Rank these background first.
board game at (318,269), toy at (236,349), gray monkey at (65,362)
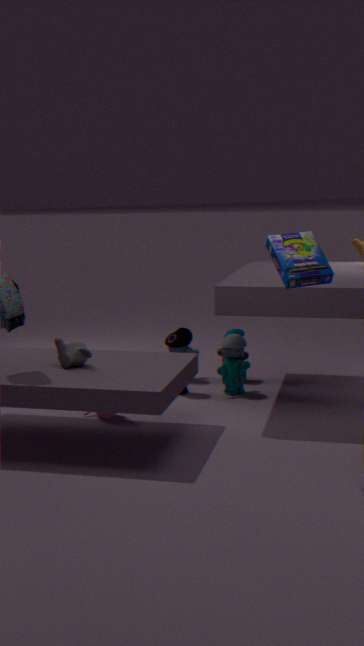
toy at (236,349), gray monkey at (65,362), board game at (318,269)
